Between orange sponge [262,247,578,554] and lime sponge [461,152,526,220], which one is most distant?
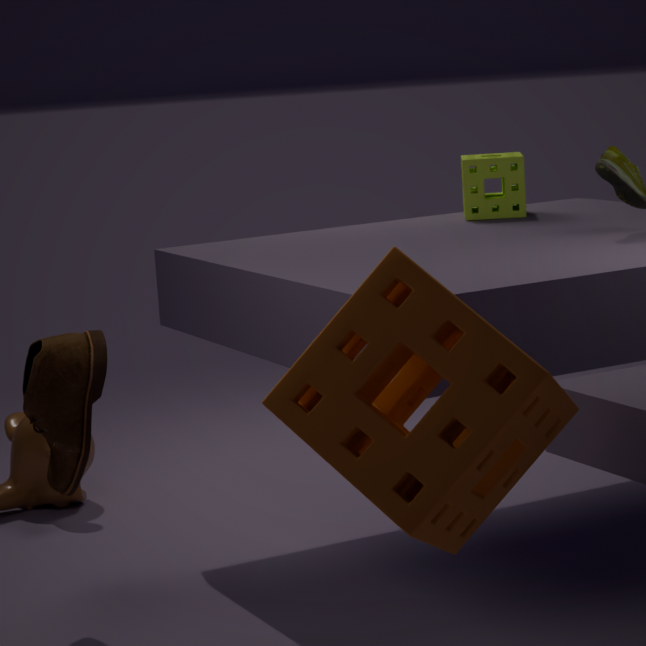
lime sponge [461,152,526,220]
